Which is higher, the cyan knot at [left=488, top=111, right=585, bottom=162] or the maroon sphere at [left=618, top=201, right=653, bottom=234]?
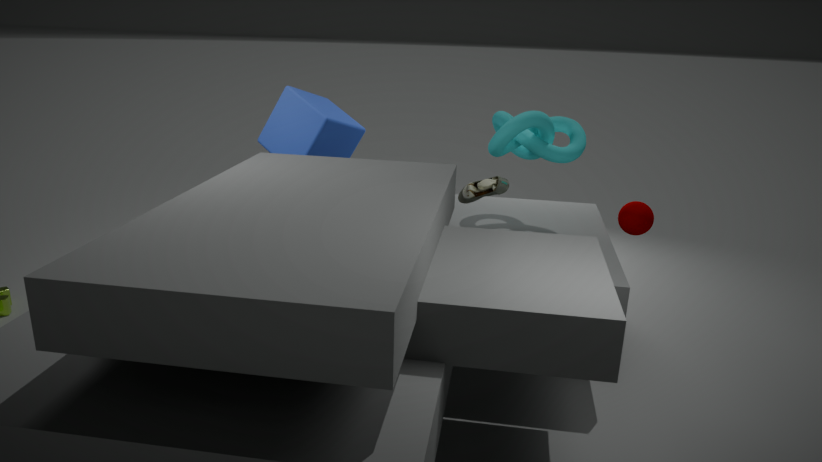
the cyan knot at [left=488, top=111, right=585, bottom=162]
